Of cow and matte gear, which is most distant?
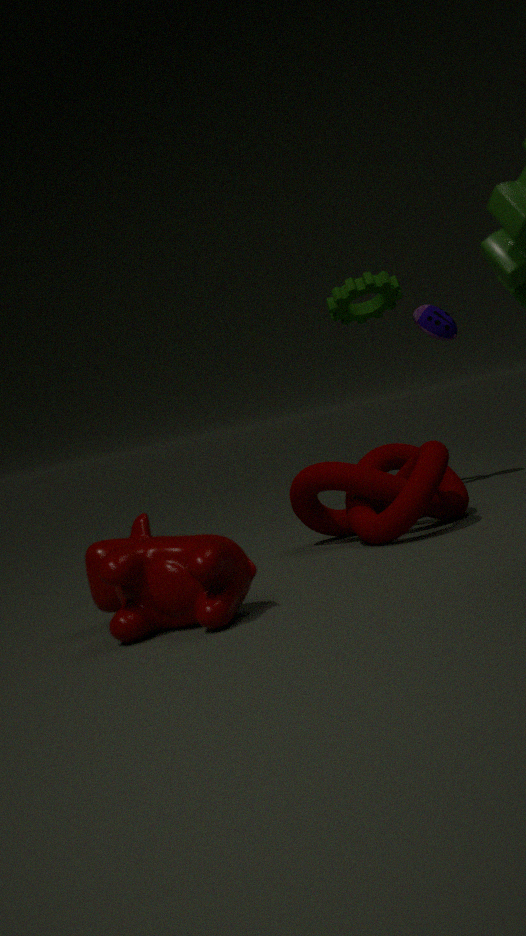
matte gear
